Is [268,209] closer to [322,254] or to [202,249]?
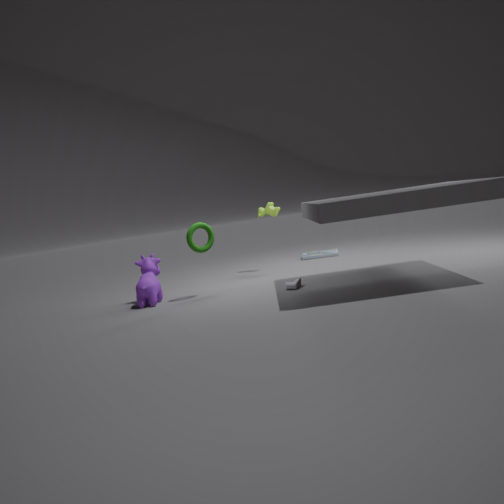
[322,254]
